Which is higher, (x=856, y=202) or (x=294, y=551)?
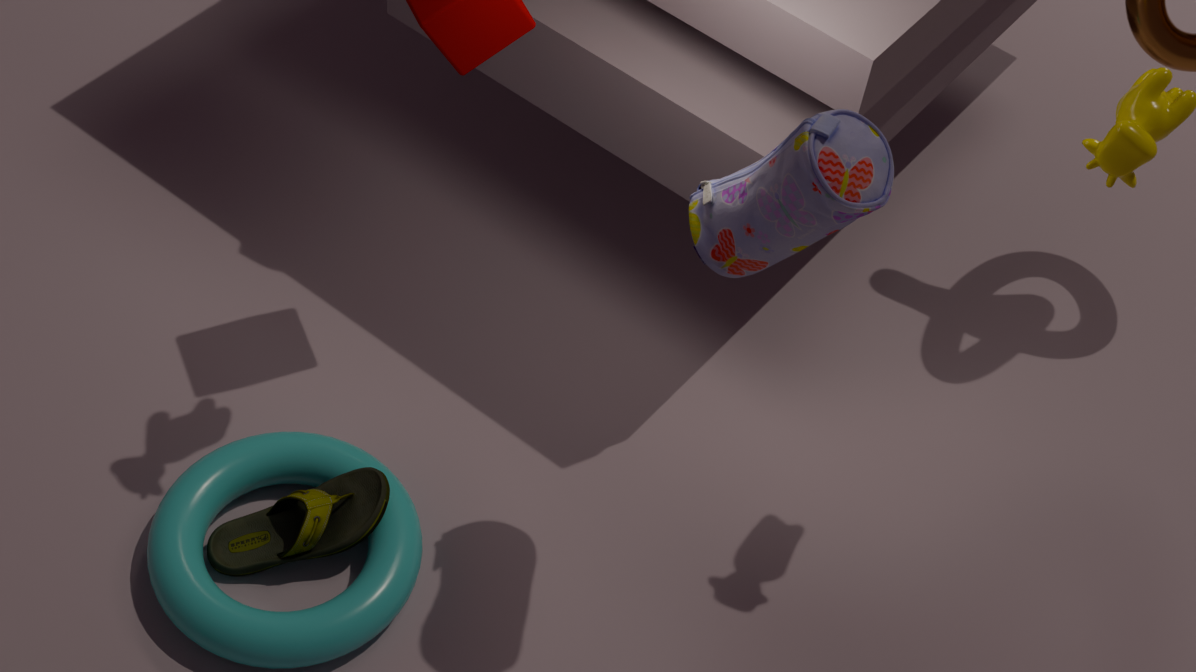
(x=856, y=202)
